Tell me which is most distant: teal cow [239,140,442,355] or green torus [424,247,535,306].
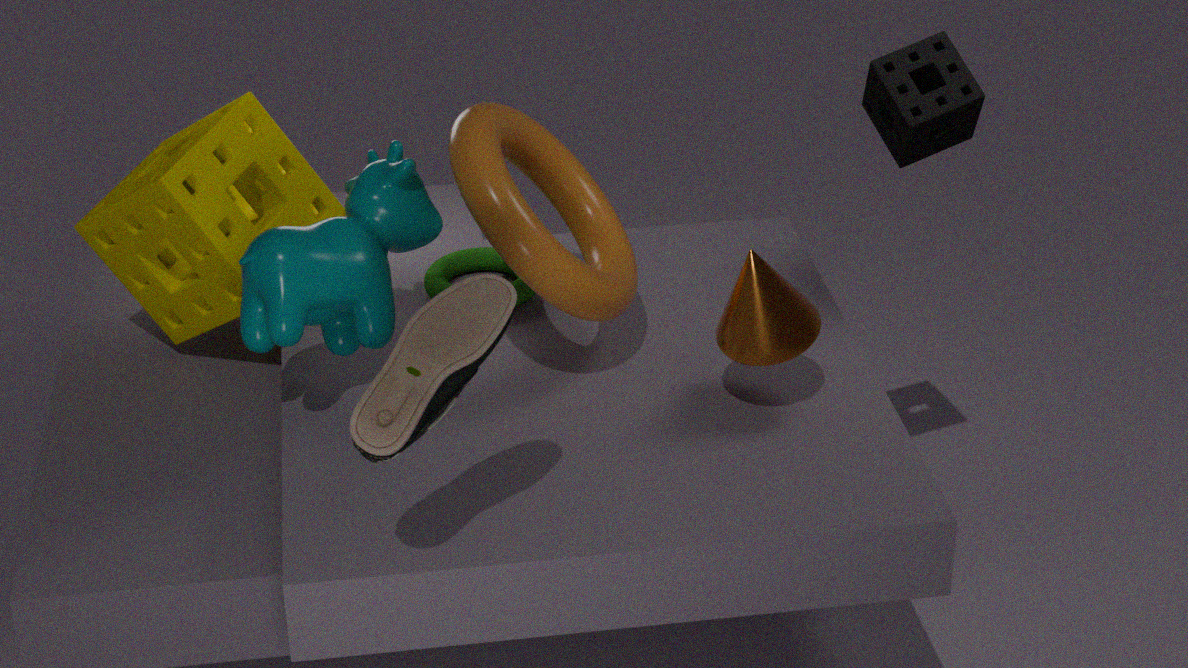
green torus [424,247,535,306]
